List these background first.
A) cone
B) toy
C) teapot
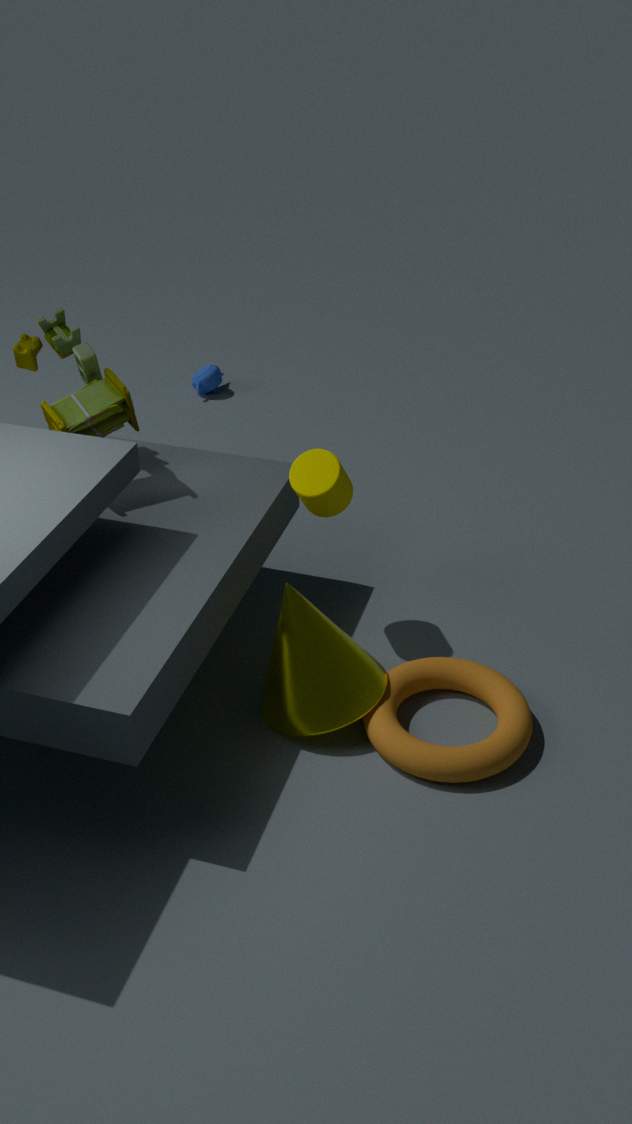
teapot
toy
cone
